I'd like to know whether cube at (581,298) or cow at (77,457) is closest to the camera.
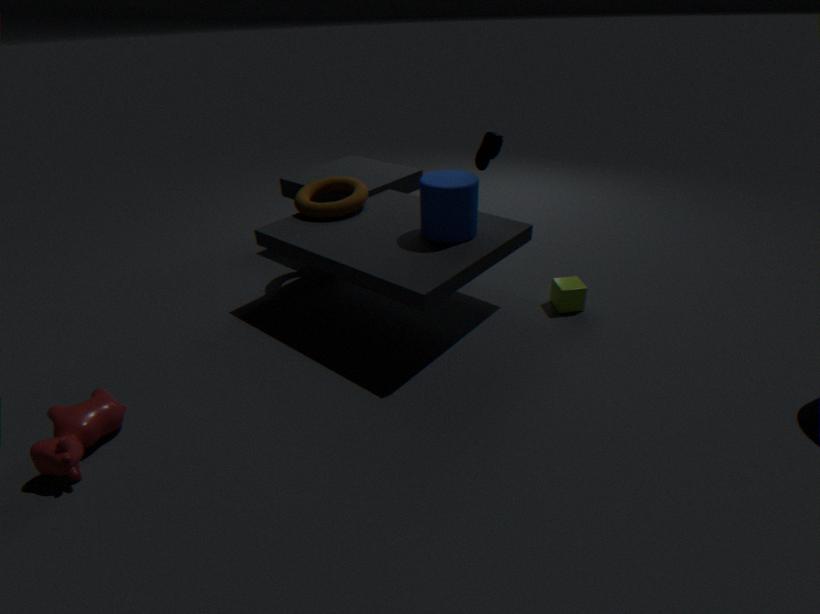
cow at (77,457)
